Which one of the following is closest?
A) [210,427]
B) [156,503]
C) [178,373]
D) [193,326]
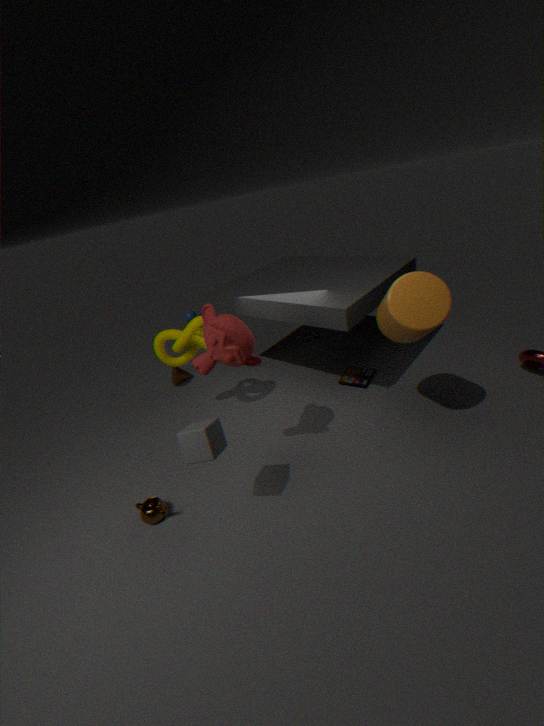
[210,427]
